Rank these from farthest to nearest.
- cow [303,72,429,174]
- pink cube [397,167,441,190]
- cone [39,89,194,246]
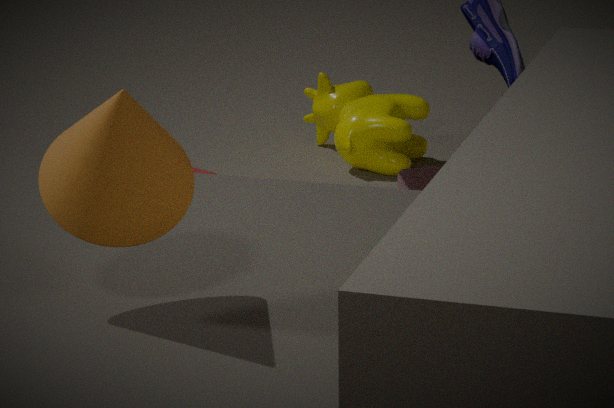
cow [303,72,429,174] < pink cube [397,167,441,190] < cone [39,89,194,246]
